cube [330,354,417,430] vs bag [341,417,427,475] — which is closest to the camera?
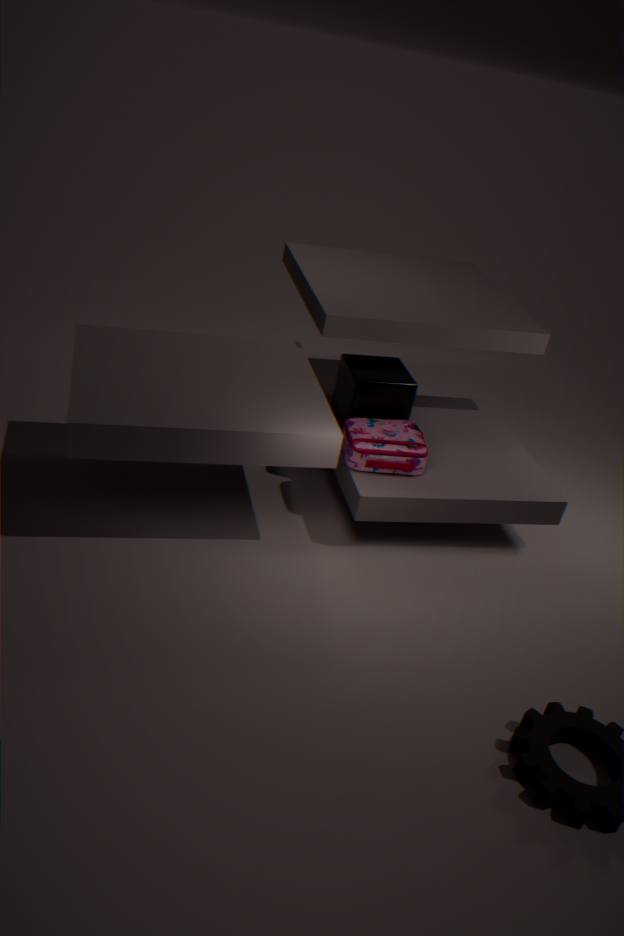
bag [341,417,427,475]
